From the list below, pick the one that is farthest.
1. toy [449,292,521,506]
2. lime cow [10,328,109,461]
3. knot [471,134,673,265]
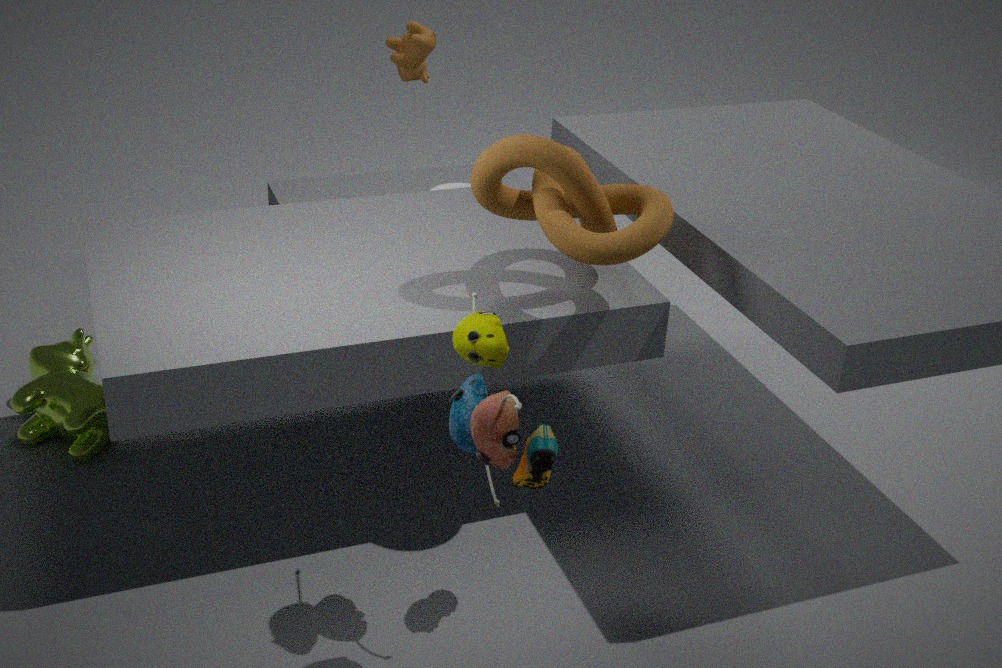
lime cow [10,328,109,461]
